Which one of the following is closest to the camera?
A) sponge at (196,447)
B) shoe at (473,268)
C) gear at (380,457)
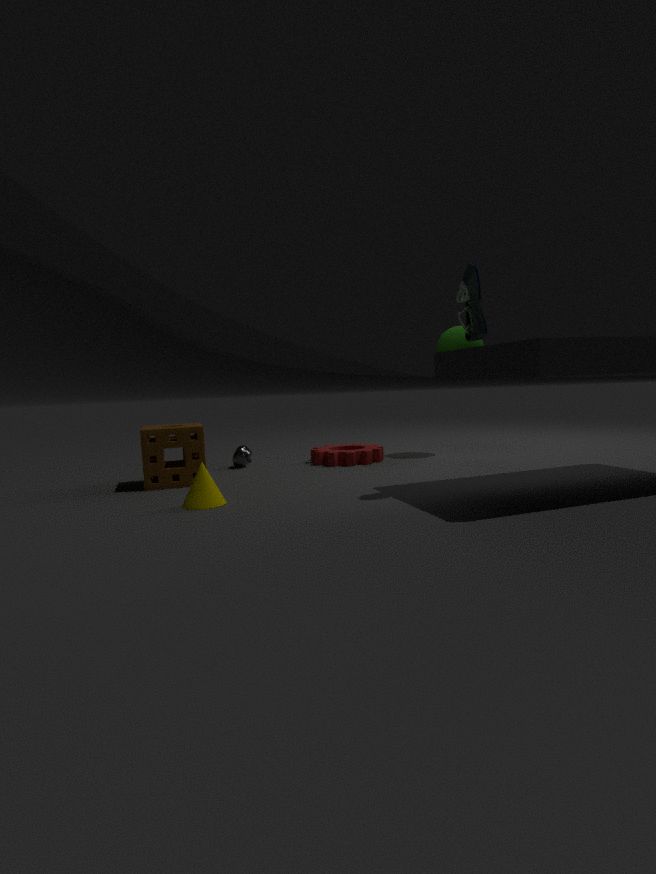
shoe at (473,268)
